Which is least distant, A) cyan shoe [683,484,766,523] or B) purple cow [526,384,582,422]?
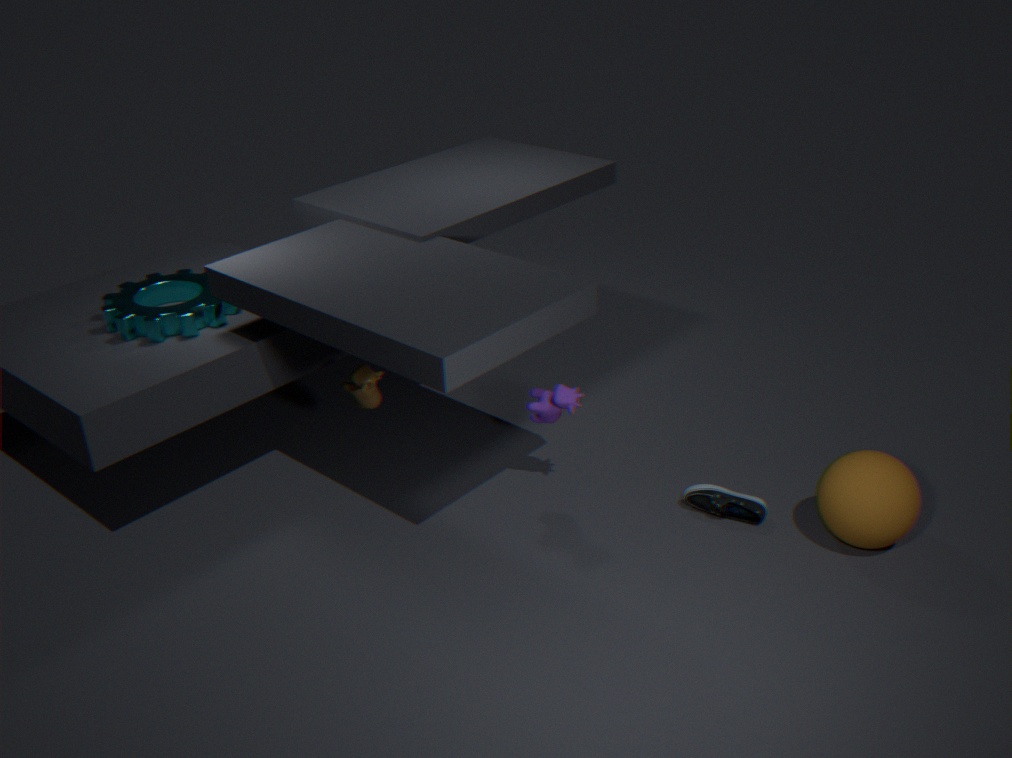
B. purple cow [526,384,582,422]
